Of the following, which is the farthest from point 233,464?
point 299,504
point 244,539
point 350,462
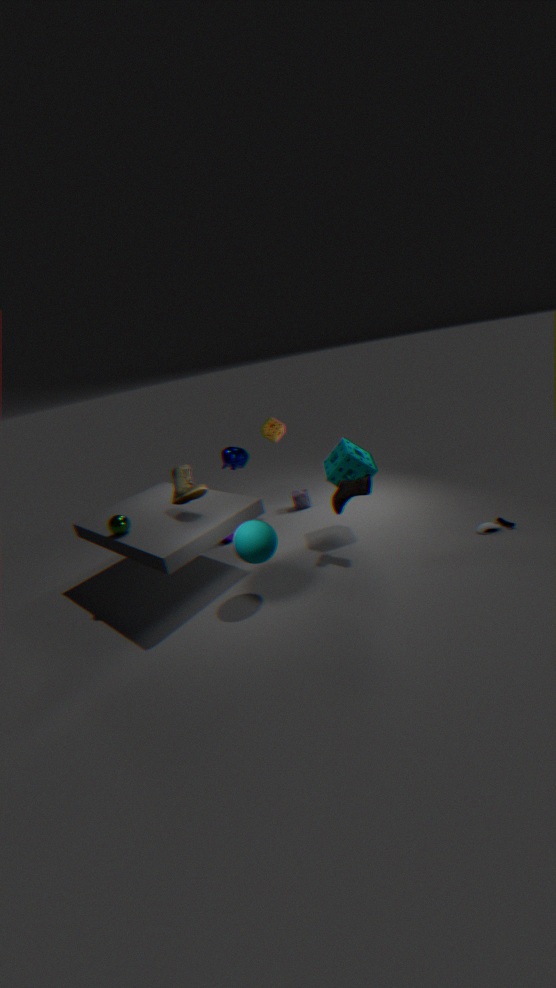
point 244,539
